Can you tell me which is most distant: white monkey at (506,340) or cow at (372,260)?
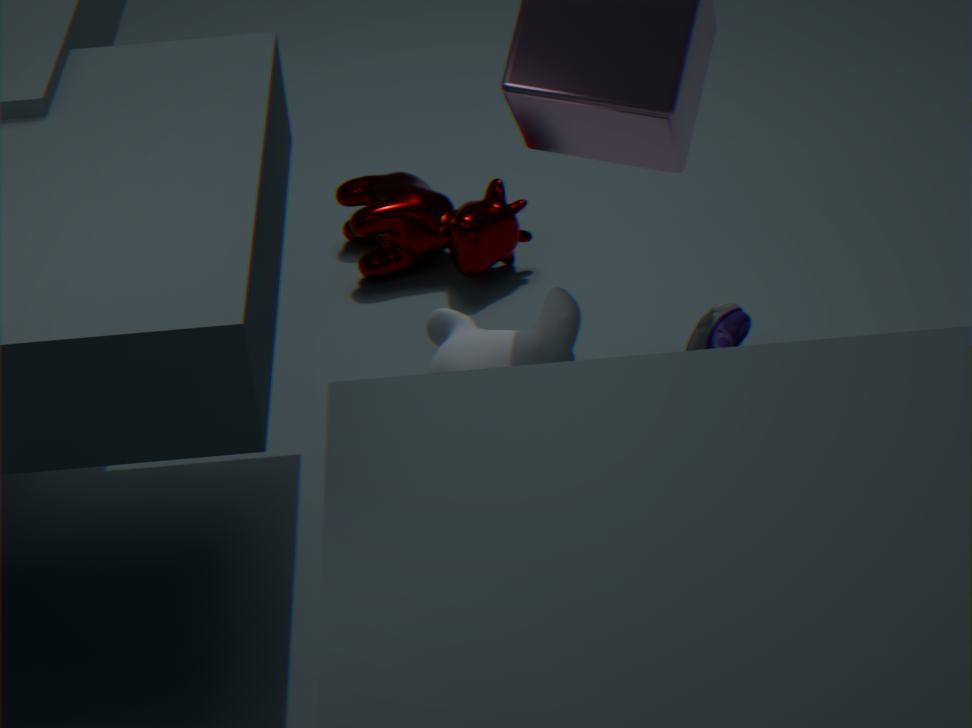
cow at (372,260)
